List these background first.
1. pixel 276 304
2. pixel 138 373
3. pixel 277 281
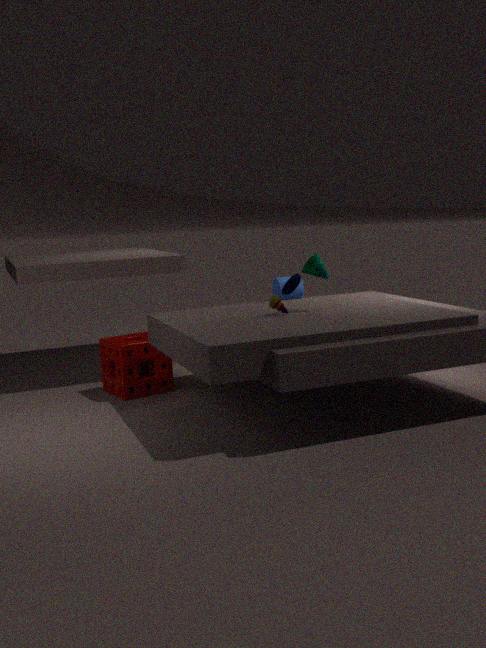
pixel 277 281 < pixel 138 373 < pixel 276 304
